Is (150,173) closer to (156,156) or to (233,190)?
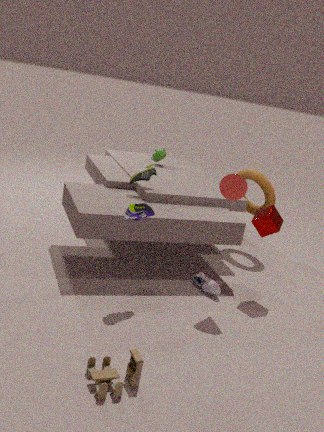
(233,190)
